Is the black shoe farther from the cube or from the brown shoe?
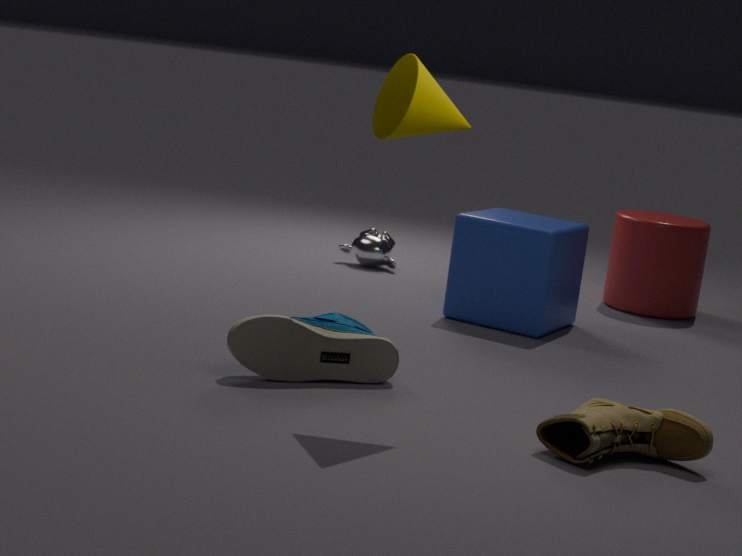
the cube
